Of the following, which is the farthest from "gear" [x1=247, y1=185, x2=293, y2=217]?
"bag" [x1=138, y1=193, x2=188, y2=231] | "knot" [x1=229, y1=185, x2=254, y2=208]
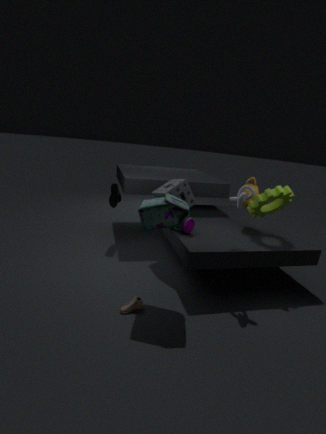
"bag" [x1=138, y1=193, x2=188, y2=231]
